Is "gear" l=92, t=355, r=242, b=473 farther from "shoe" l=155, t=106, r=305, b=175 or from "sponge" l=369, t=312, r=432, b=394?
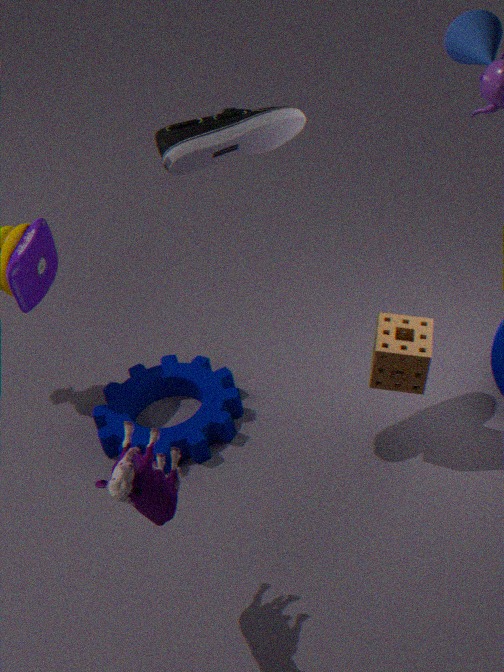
"shoe" l=155, t=106, r=305, b=175
